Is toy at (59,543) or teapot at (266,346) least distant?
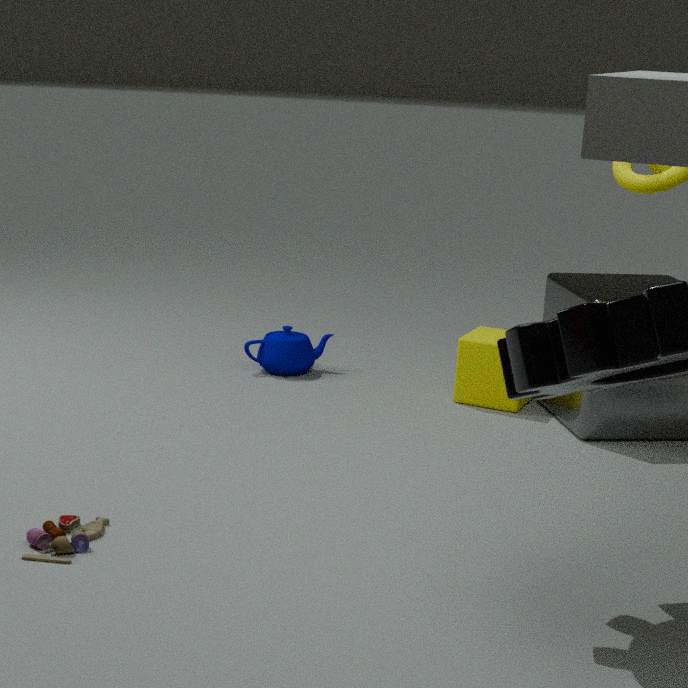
toy at (59,543)
